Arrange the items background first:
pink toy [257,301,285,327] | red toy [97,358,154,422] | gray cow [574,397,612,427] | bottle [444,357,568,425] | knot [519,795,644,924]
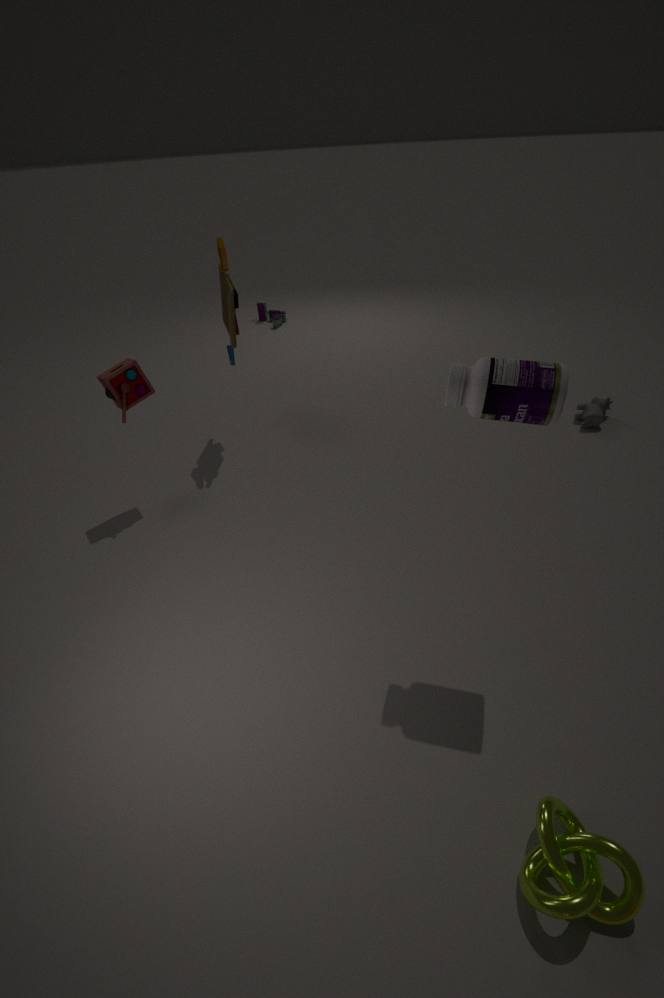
pink toy [257,301,285,327] < gray cow [574,397,612,427] < red toy [97,358,154,422] < bottle [444,357,568,425] < knot [519,795,644,924]
